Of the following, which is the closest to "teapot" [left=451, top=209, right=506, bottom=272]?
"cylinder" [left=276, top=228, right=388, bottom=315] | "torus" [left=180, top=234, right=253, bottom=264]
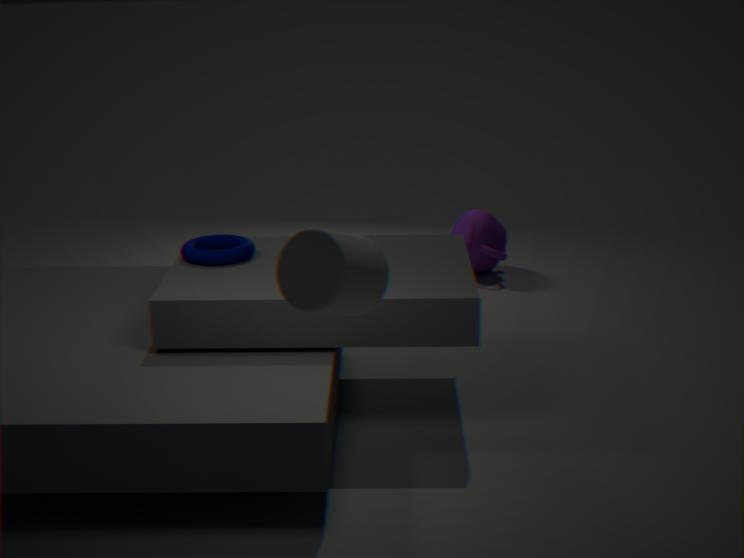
"torus" [left=180, top=234, right=253, bottom=264]
